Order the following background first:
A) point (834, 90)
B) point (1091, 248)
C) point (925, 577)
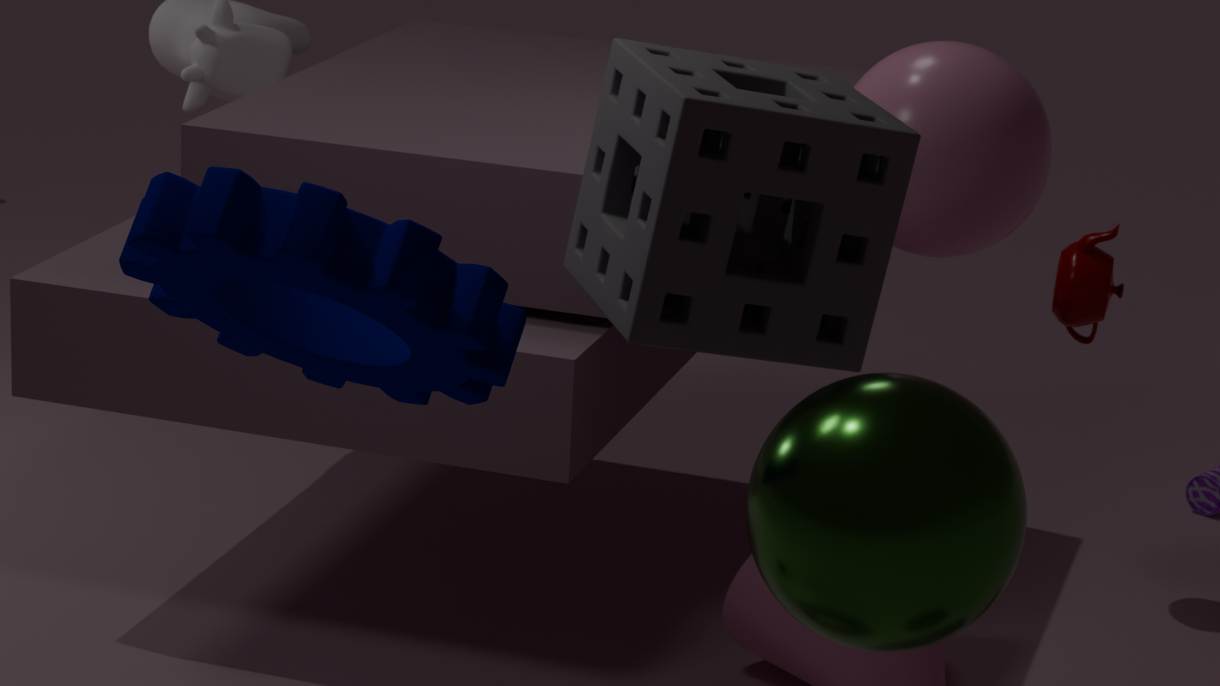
1. point (1091, 248)
2. point (834, 90)
3. point (925, 577)
